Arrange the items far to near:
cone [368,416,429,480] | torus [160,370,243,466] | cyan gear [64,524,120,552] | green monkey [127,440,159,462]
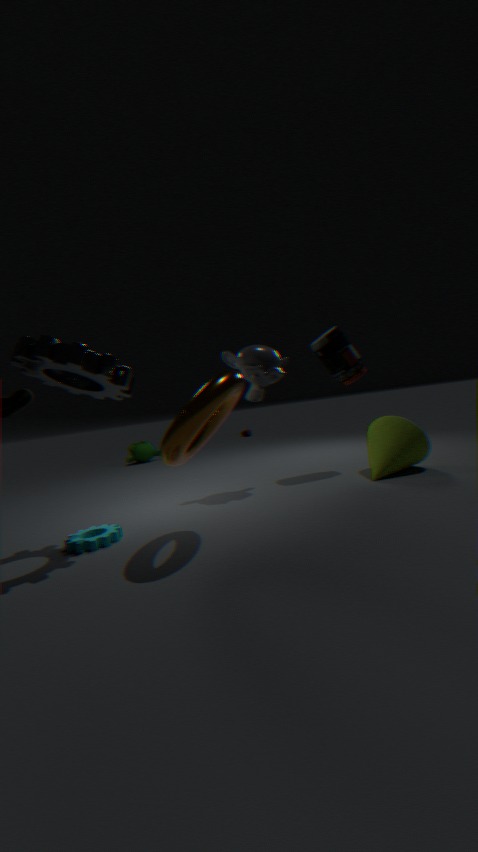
green monkey [127,440,159,462] → cone [368,416,429,480] → cyan gear [64,524,120,552] → torus [160,370,243,466]
